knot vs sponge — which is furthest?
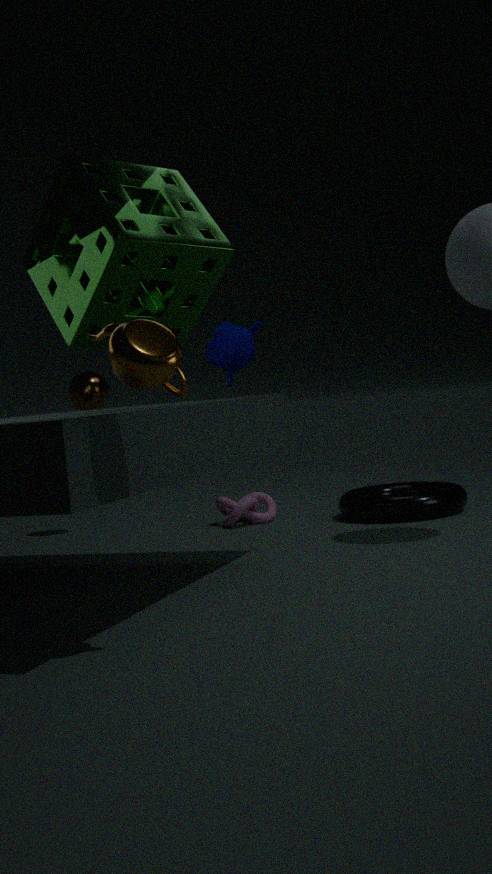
knot
